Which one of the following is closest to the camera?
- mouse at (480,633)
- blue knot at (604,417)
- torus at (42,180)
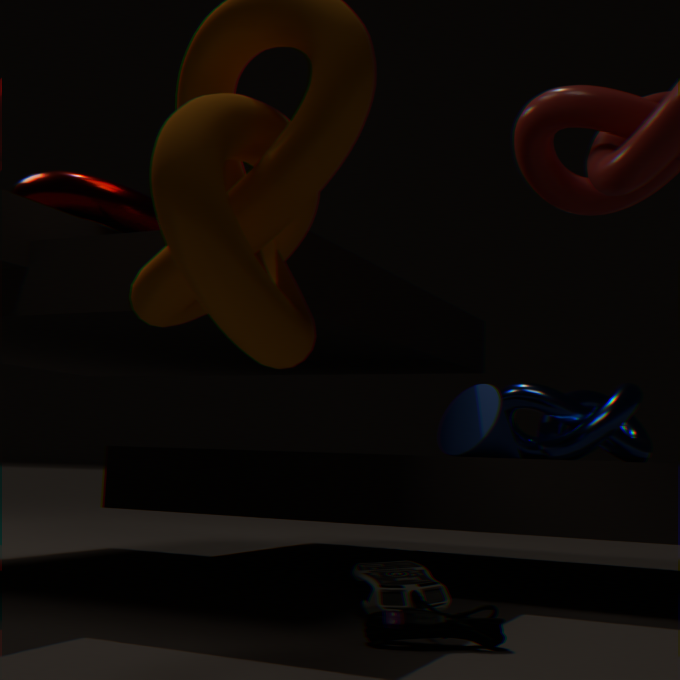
mouse at (480,633)
